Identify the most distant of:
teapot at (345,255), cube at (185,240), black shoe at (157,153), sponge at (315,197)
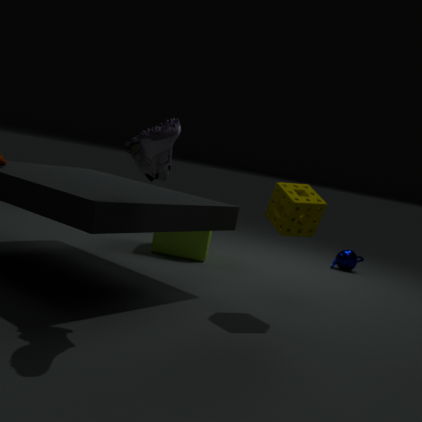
teapot at (345,255)
